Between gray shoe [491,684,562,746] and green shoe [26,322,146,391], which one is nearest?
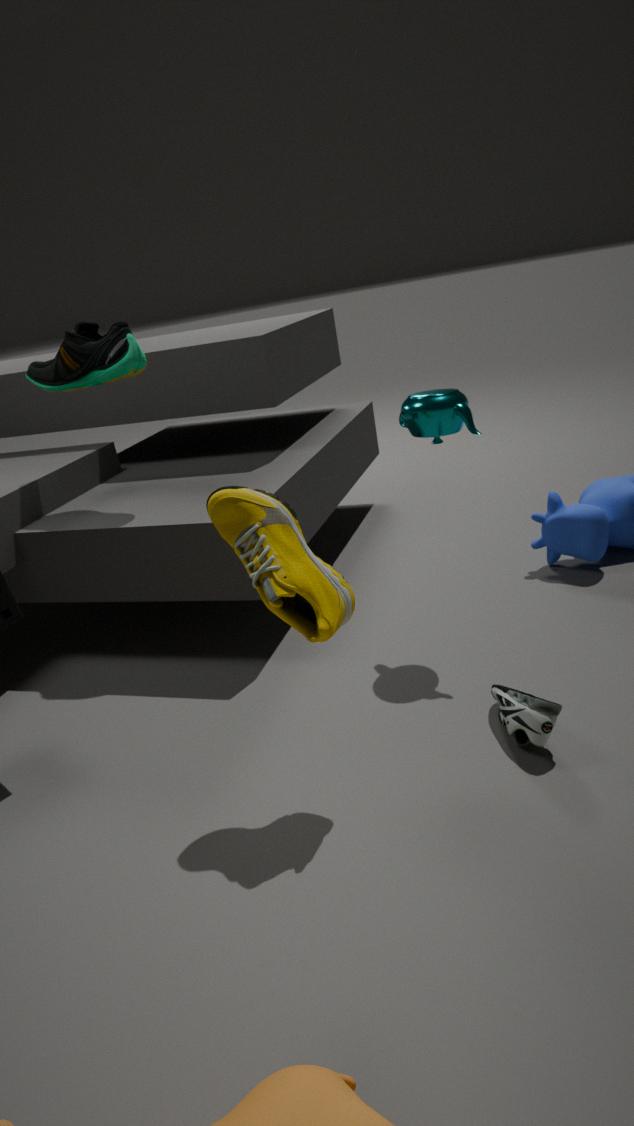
gray shoe [491,684,562,746]
